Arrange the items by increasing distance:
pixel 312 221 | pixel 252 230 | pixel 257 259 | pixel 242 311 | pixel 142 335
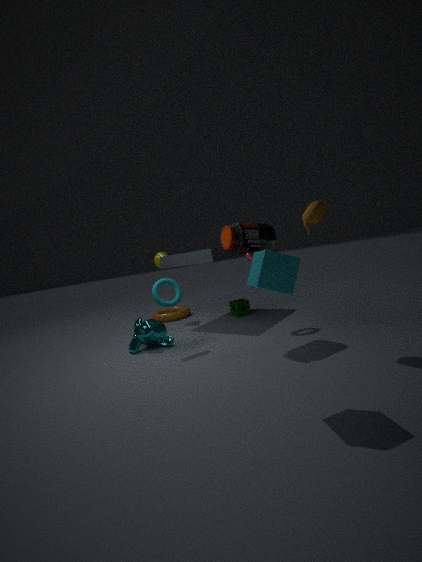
pixel 257 259
pixel 312 221
pixel 252 230
pixel 142 335
pixel 242 311
